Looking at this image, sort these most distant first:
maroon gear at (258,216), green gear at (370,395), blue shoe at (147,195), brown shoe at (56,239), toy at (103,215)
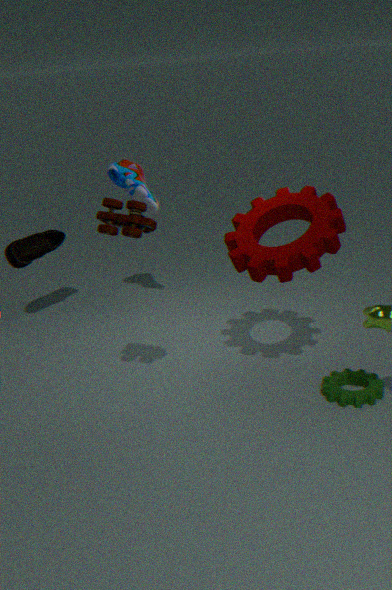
1. brown shoe at (56,239)
2. blue shoe at (147,195)
3. green gear at (370,395)
4. maroon gear at (258,216)
5. toy at (103,215)
